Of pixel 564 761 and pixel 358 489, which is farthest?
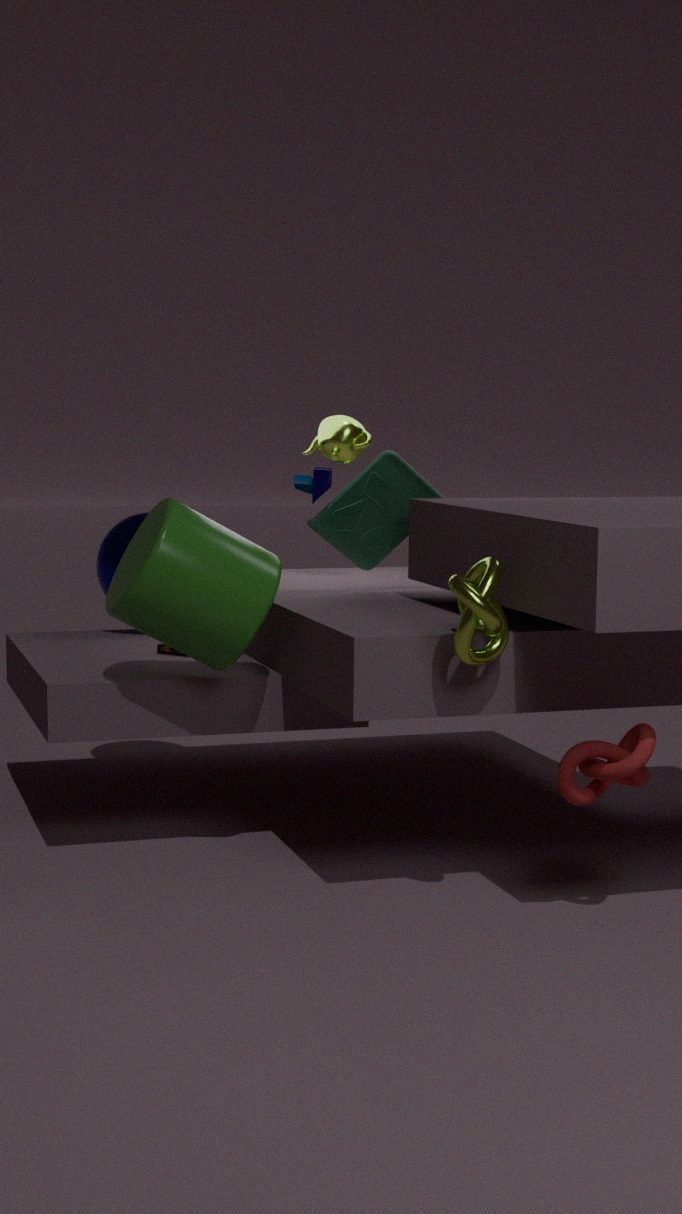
pixel 358 489
